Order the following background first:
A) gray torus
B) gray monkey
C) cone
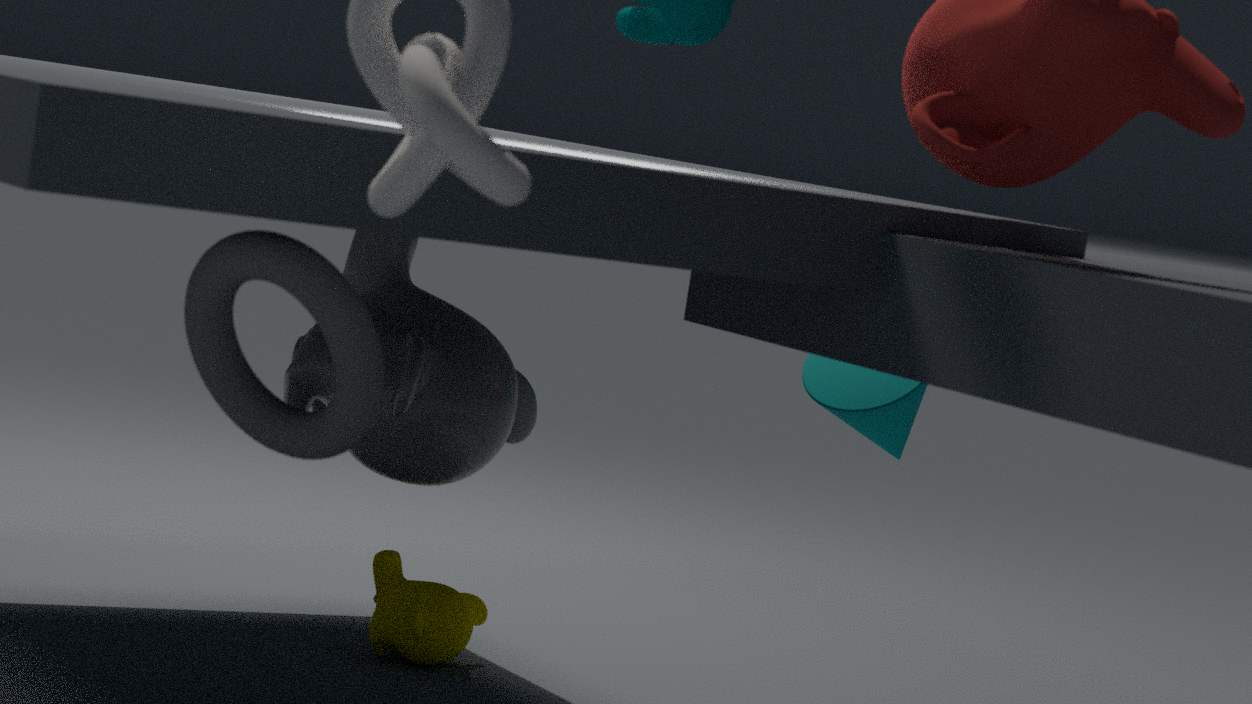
cone, gray monkey, gray torus
